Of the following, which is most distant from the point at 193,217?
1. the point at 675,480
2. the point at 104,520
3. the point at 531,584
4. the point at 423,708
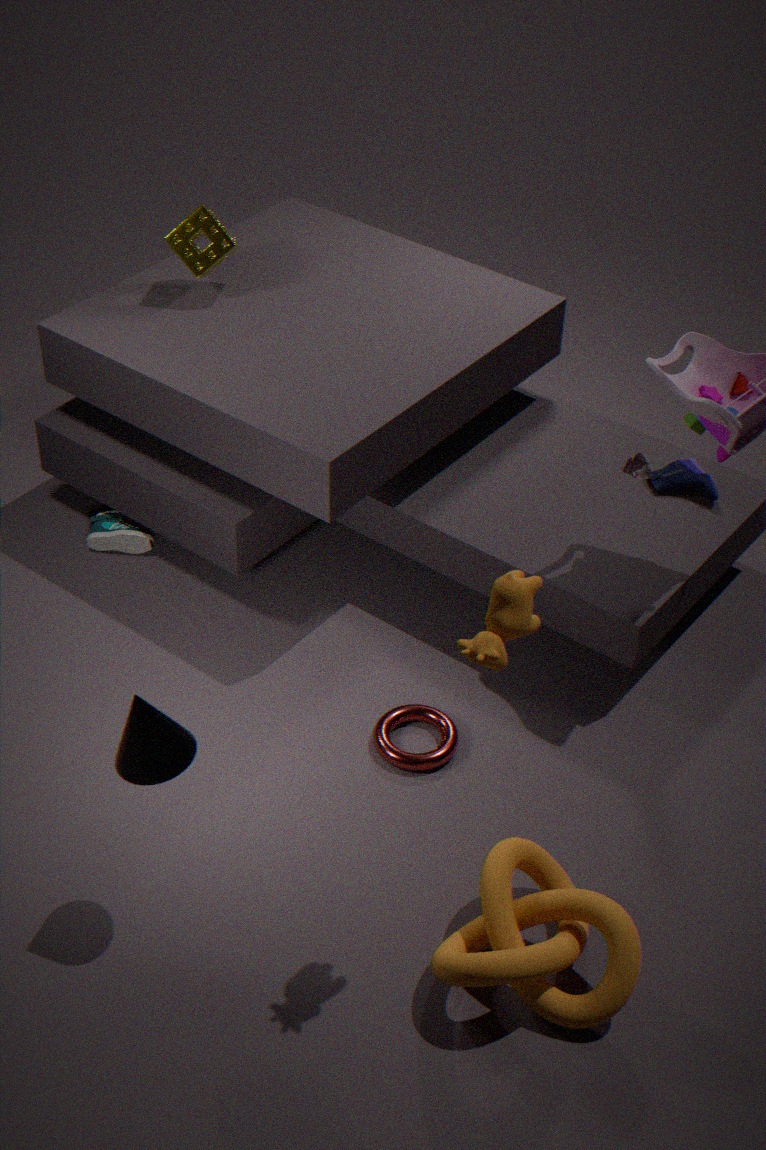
the point at 531,584
